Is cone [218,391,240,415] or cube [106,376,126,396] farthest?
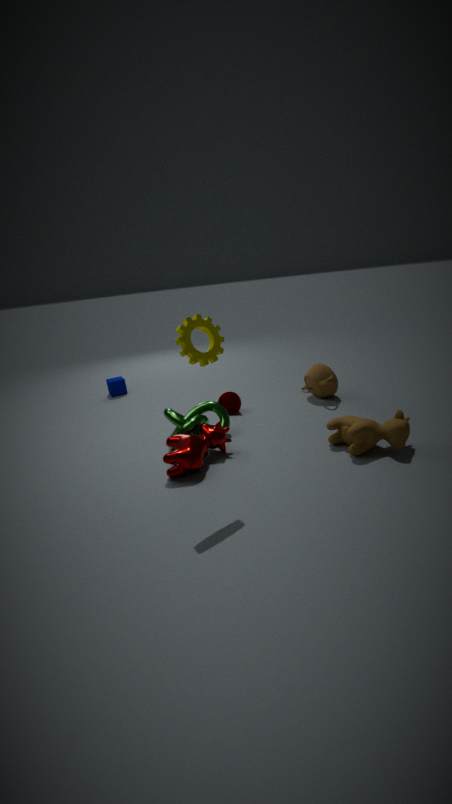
cube [106,376,126,396]
